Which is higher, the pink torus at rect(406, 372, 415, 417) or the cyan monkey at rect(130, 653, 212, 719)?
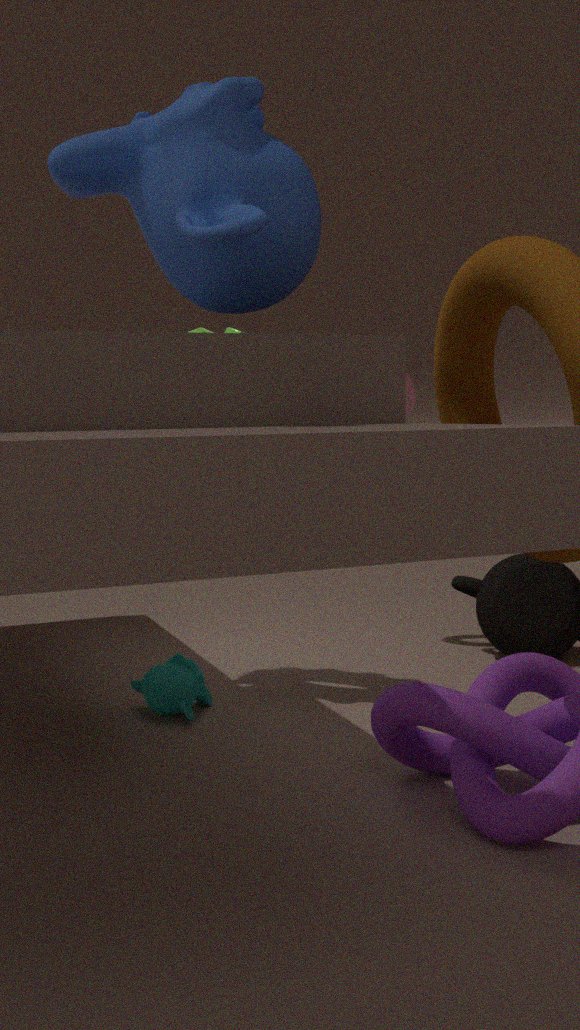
the pink torus at rect(406, 372, 415, 417)
